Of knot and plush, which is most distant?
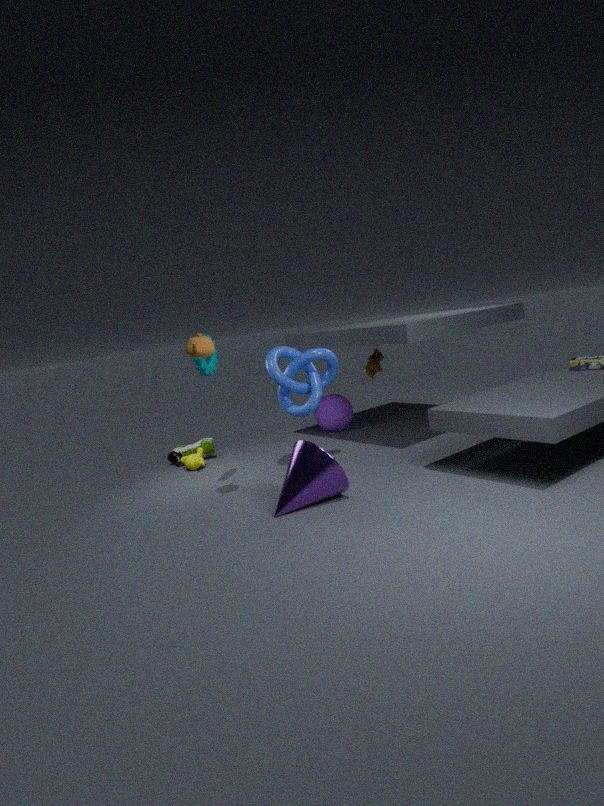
plush
